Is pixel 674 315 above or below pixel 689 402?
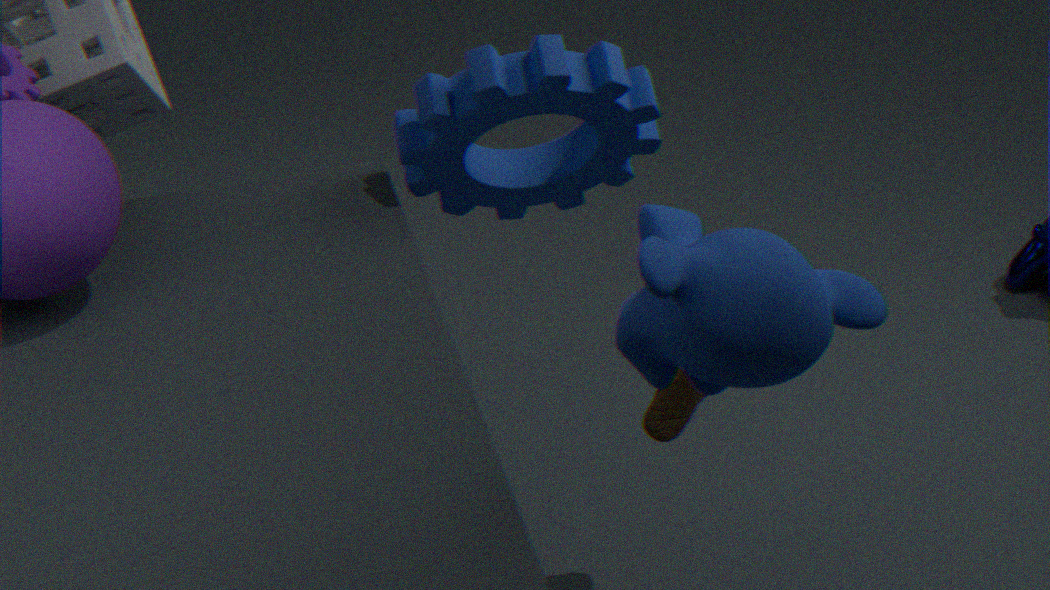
above
